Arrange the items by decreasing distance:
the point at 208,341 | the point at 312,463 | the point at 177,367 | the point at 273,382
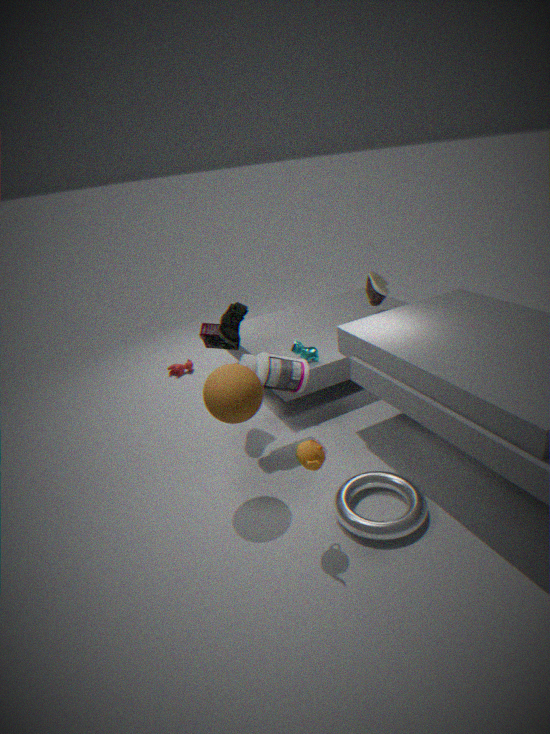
the point at 177,367 < the point at 208,341 < the point at 273,382 < the point at 312,463
